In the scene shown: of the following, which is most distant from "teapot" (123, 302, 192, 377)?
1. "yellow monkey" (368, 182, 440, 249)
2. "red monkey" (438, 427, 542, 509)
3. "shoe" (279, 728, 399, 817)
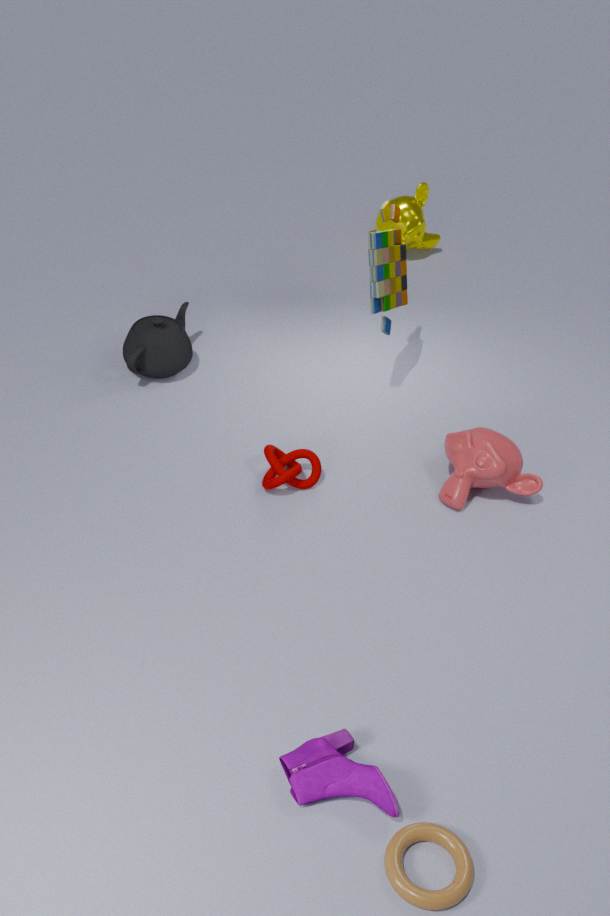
"shoe" (279, 728, 399, 817)
